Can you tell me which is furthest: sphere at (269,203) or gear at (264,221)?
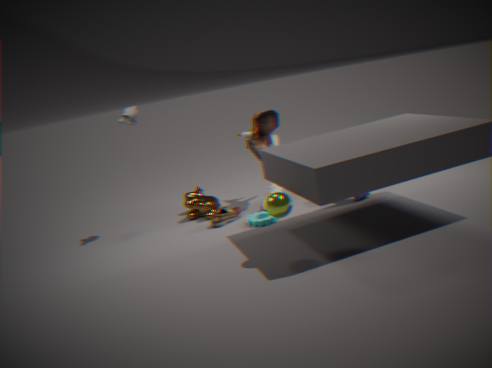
gear at (264,221)
